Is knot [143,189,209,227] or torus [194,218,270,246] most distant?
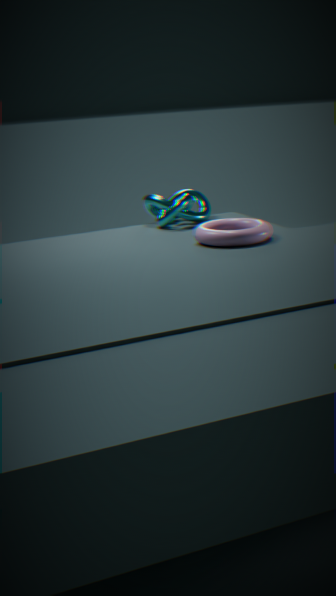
knot [143,189,209,227]
